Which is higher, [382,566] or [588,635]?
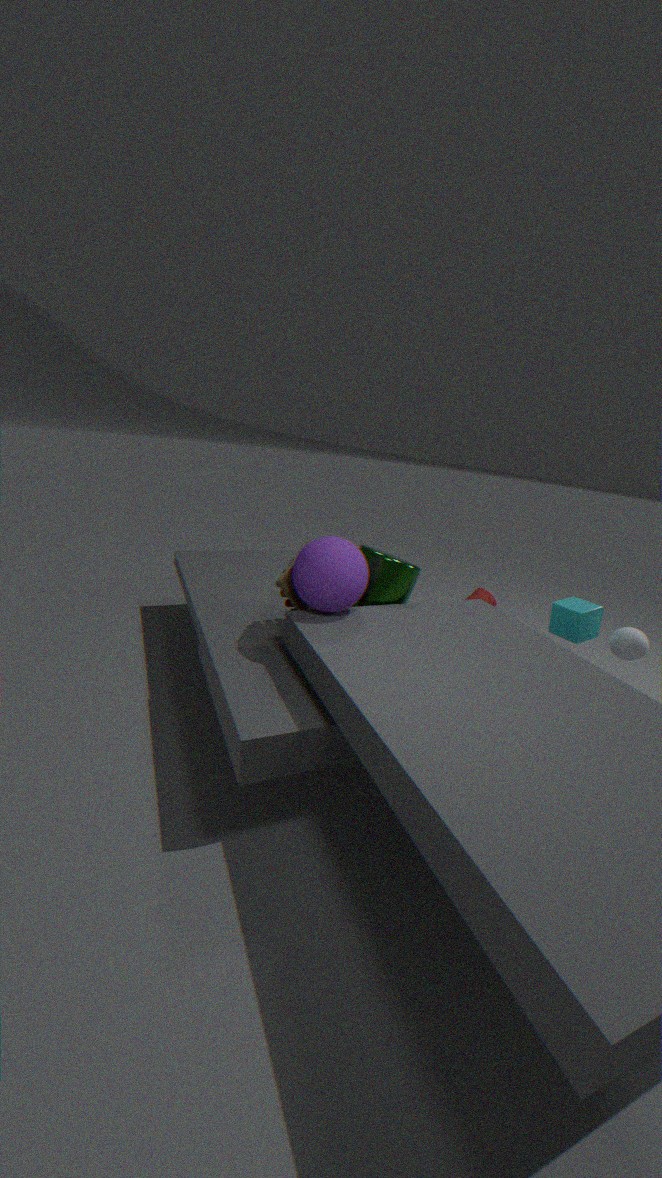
[382,566]
